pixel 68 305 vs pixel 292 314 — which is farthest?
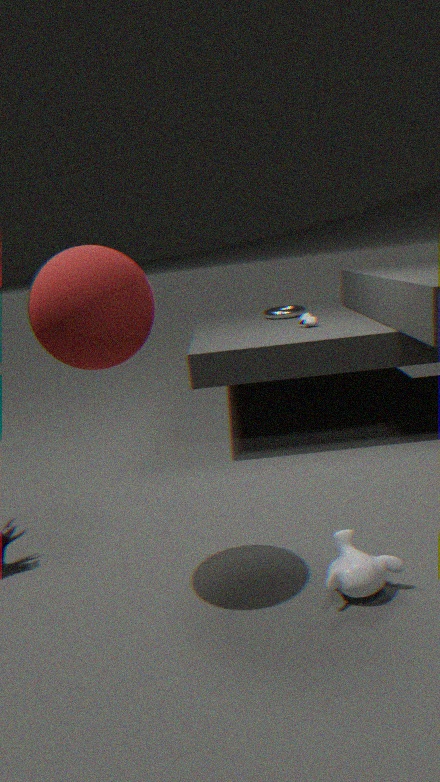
pixel 292 314
